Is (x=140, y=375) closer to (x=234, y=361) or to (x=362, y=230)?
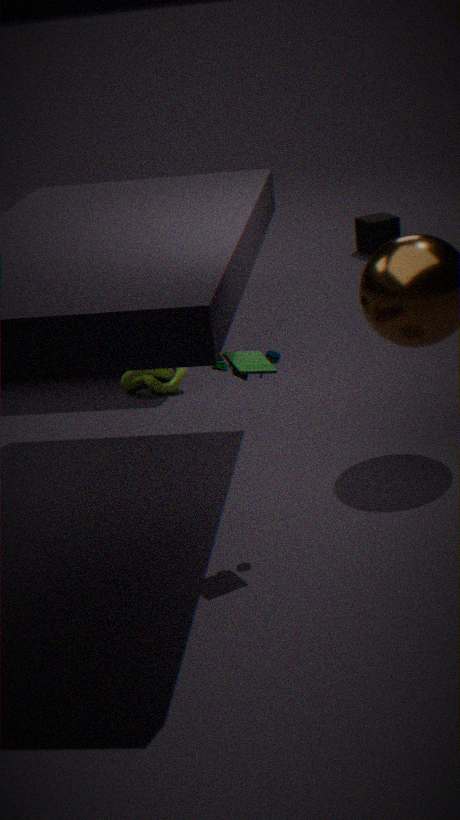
(x=234, y=361)
